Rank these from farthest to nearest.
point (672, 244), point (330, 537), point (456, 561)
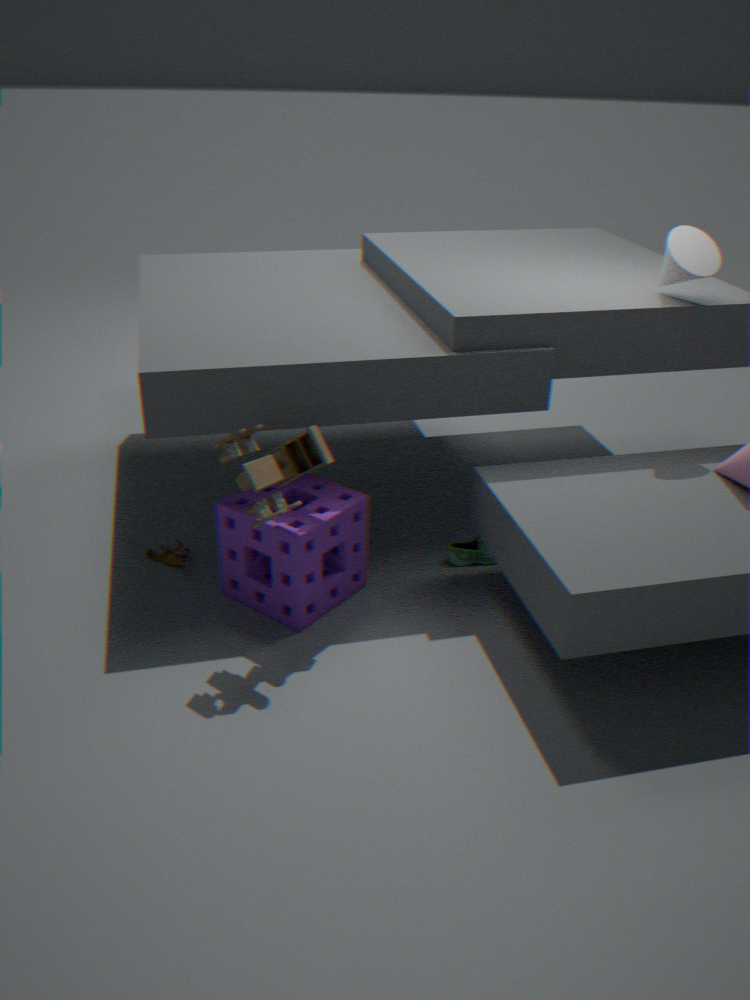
point (456, 561) → point (672, 244) → point (330, 537)
